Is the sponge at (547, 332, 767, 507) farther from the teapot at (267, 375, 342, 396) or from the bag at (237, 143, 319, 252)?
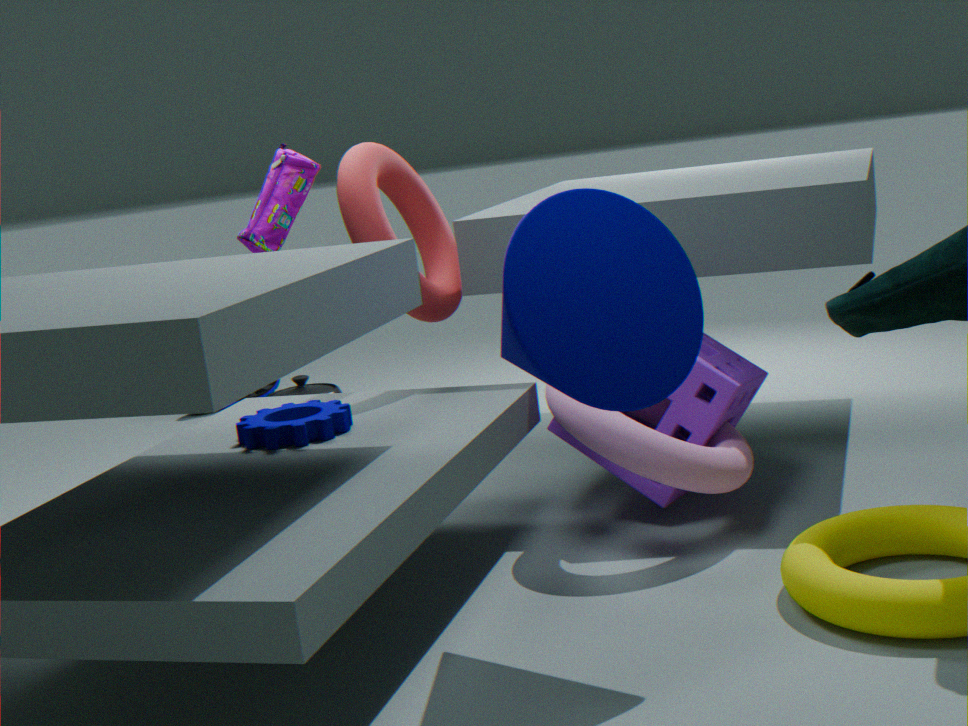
the bag at (237, 143, 319, 252)
